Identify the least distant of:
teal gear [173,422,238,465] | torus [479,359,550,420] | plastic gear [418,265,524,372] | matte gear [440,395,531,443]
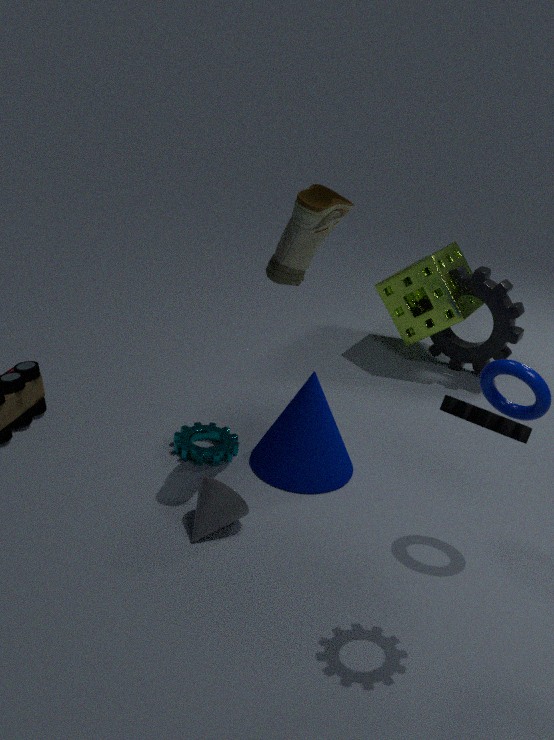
matte gear [440,395,531,443]
